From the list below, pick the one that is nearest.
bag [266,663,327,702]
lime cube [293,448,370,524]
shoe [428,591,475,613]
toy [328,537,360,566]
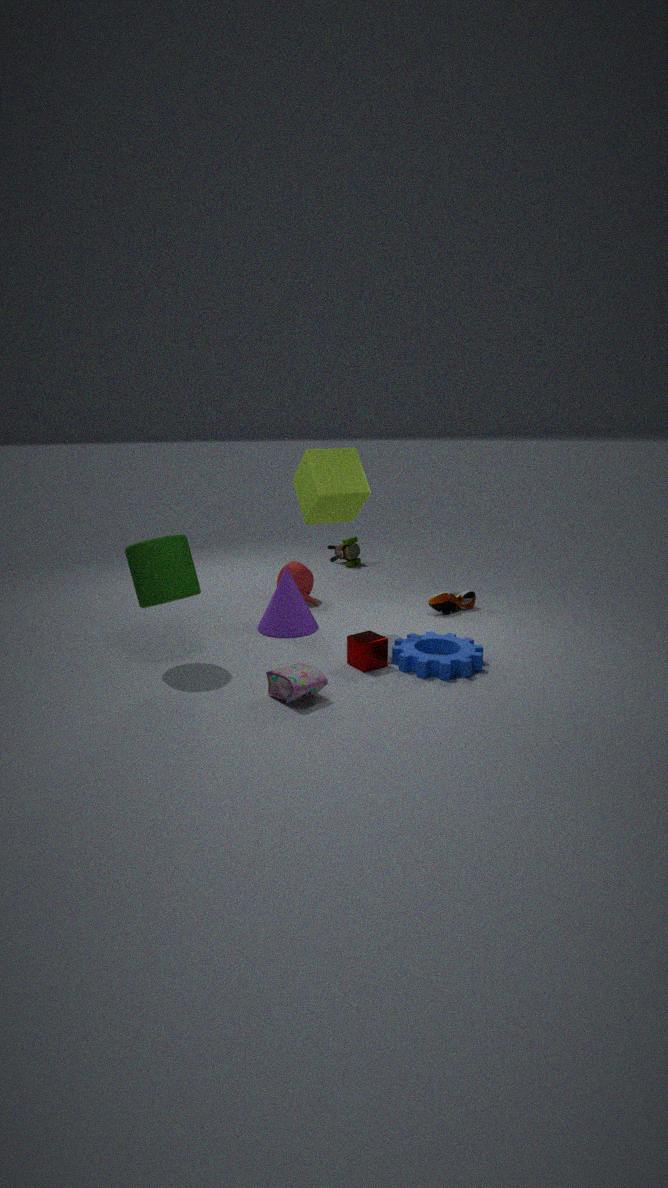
bag [266,663,327,702]
